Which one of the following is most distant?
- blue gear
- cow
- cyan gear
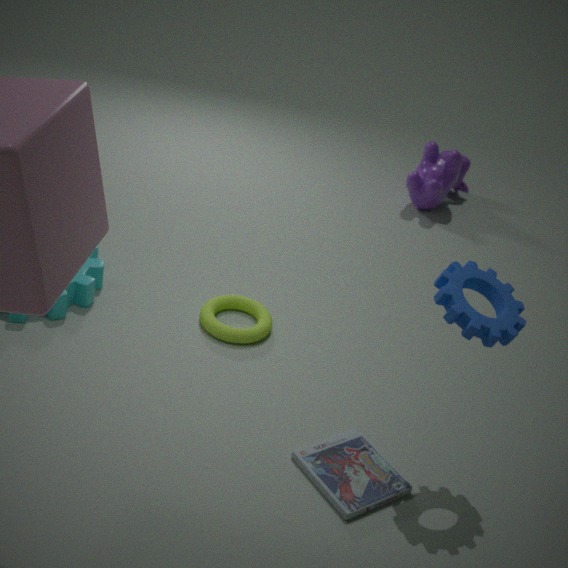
cow
